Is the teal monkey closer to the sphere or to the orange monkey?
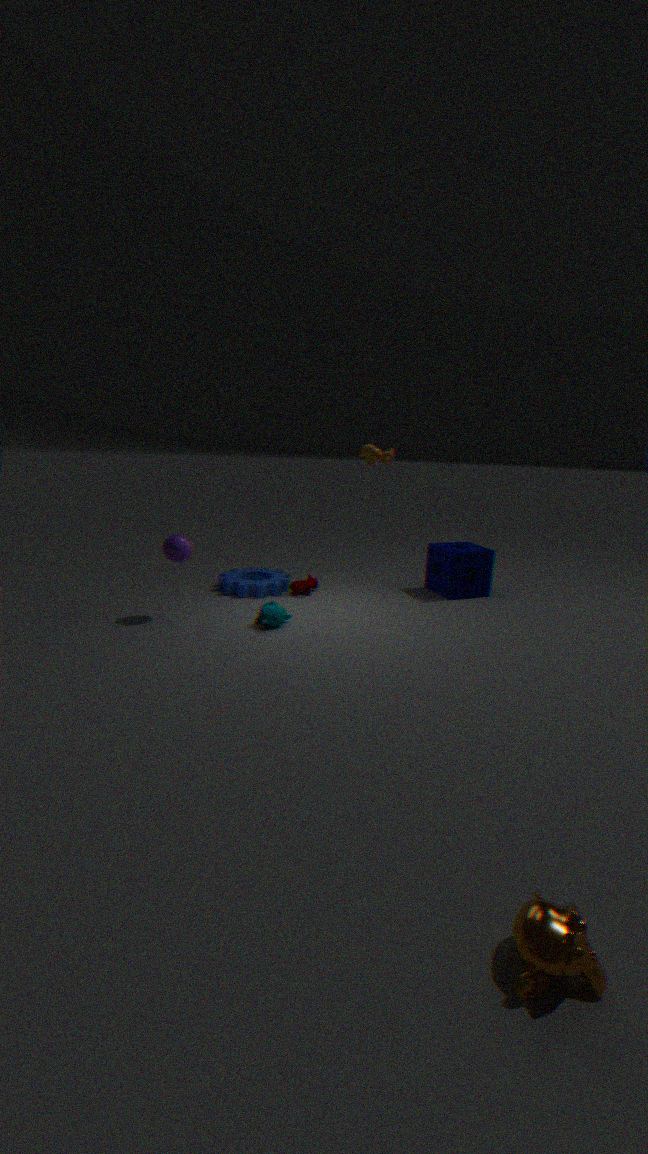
the sphere
